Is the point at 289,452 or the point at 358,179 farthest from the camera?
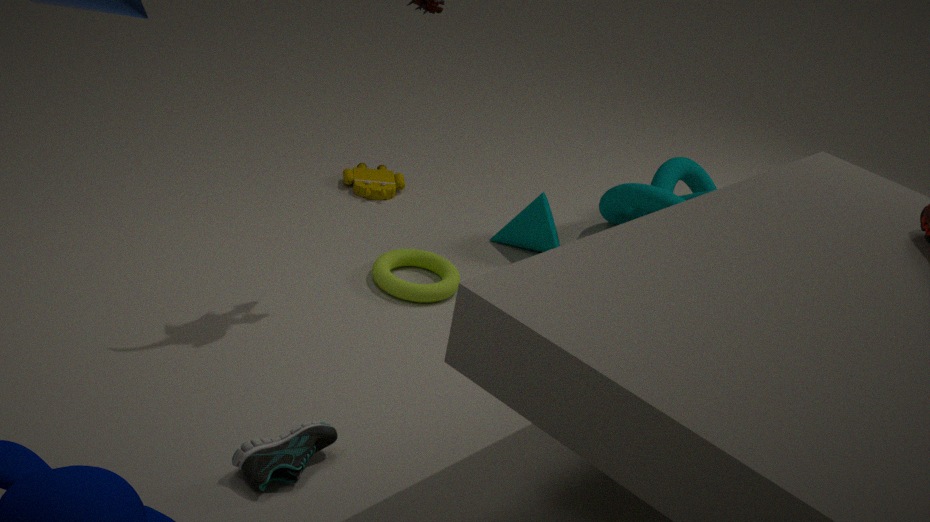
the point at 358,179
